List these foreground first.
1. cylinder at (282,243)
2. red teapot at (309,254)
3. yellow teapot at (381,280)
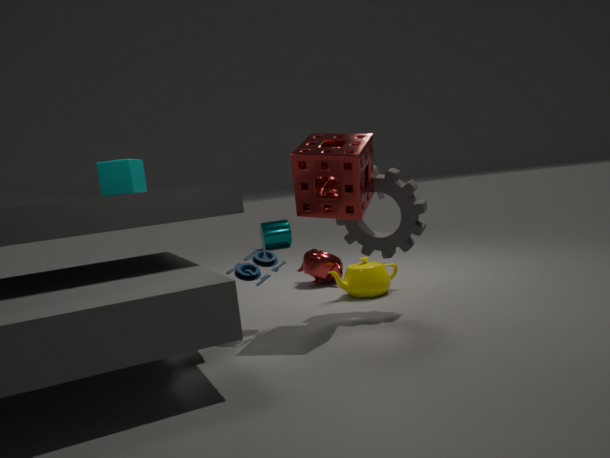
1. yellow teapot at (381,280)
2. red teapot at (309,254)
3. cylinder at (282,243)
